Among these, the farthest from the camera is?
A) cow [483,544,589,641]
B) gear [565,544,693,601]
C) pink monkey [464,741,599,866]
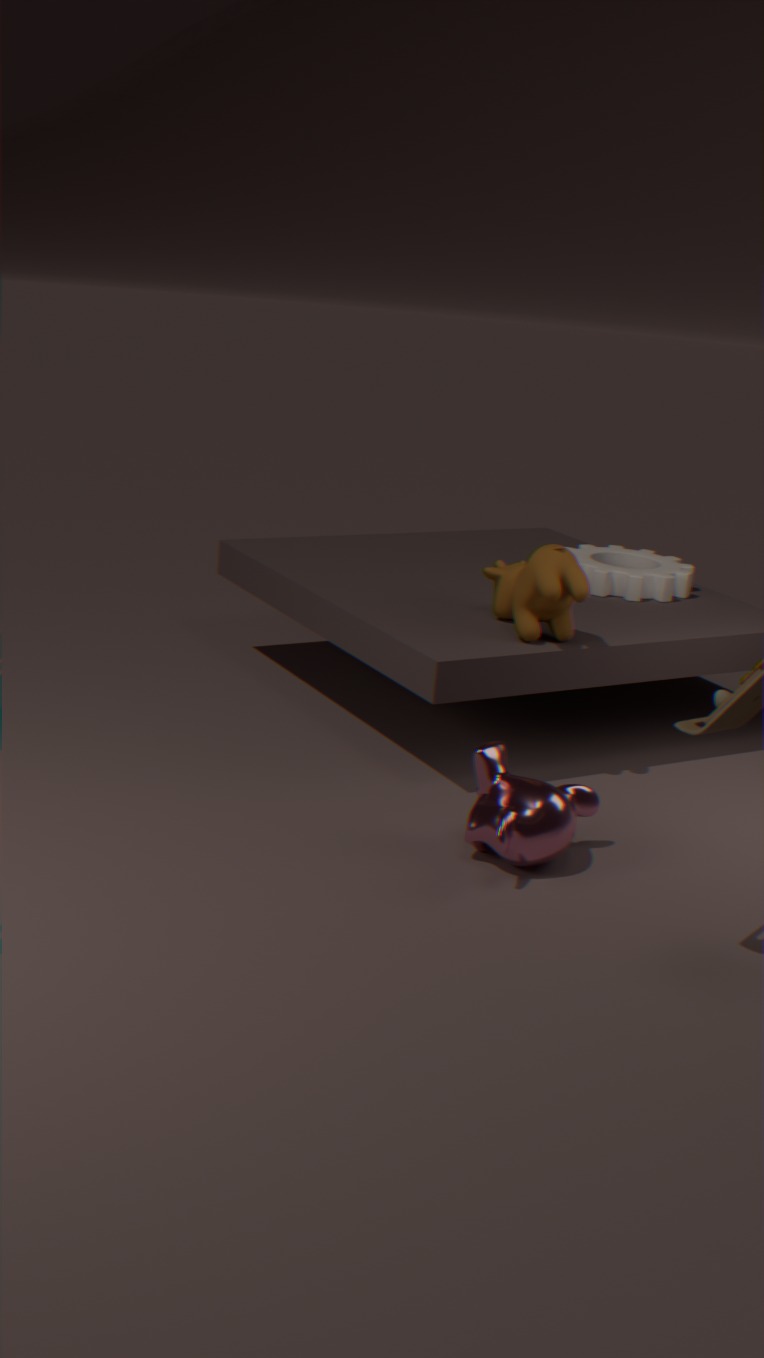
gear [565,544,693,601]
